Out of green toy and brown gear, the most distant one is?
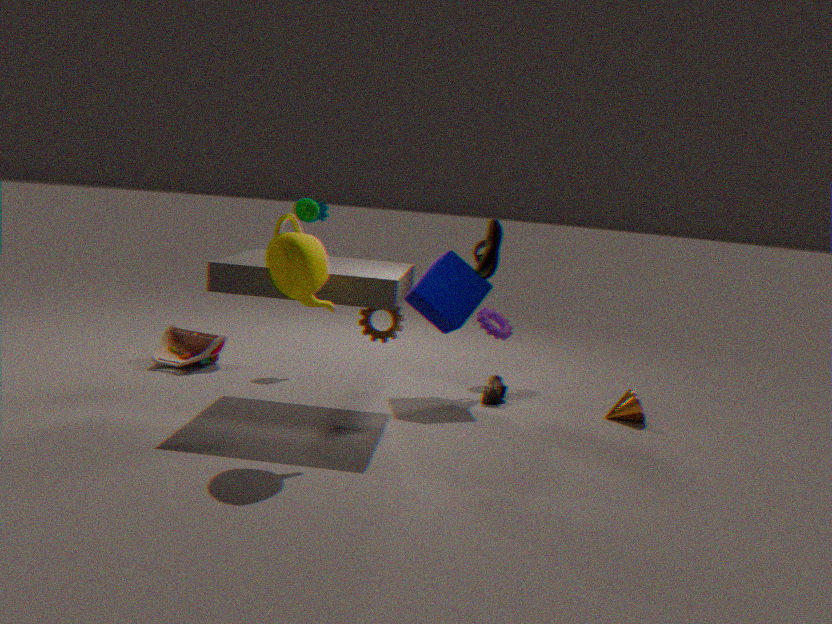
green toy
